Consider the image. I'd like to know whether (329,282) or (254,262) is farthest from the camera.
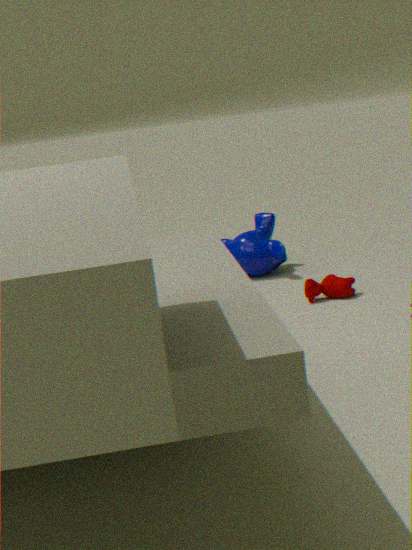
(254,262)
